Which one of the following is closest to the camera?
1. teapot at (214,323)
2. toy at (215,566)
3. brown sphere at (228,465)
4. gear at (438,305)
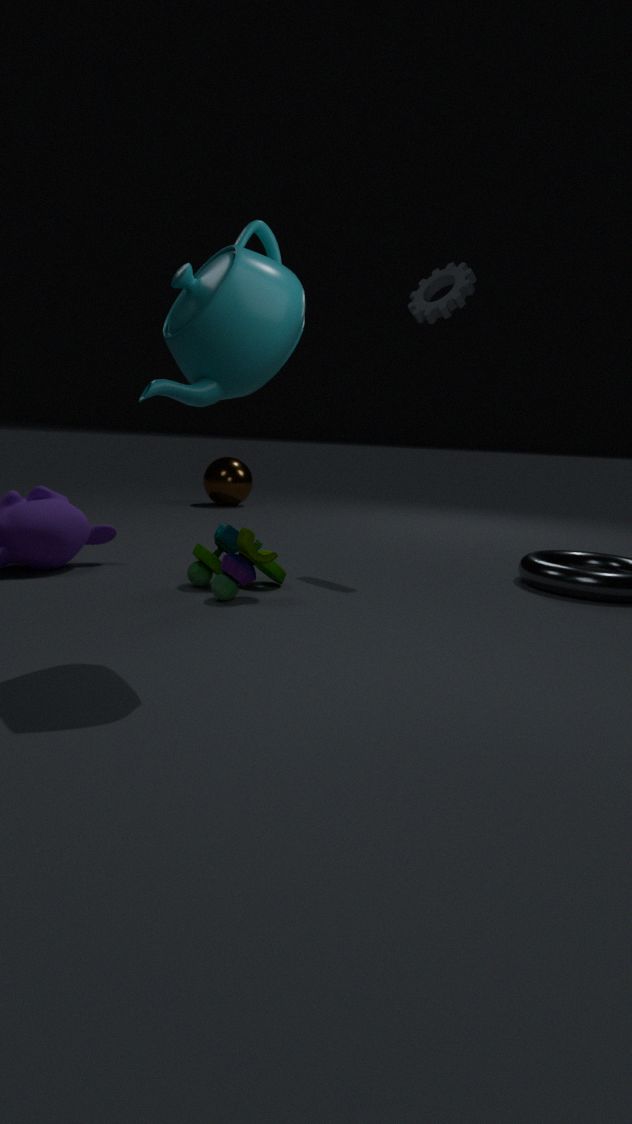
teapot at (214,323)
